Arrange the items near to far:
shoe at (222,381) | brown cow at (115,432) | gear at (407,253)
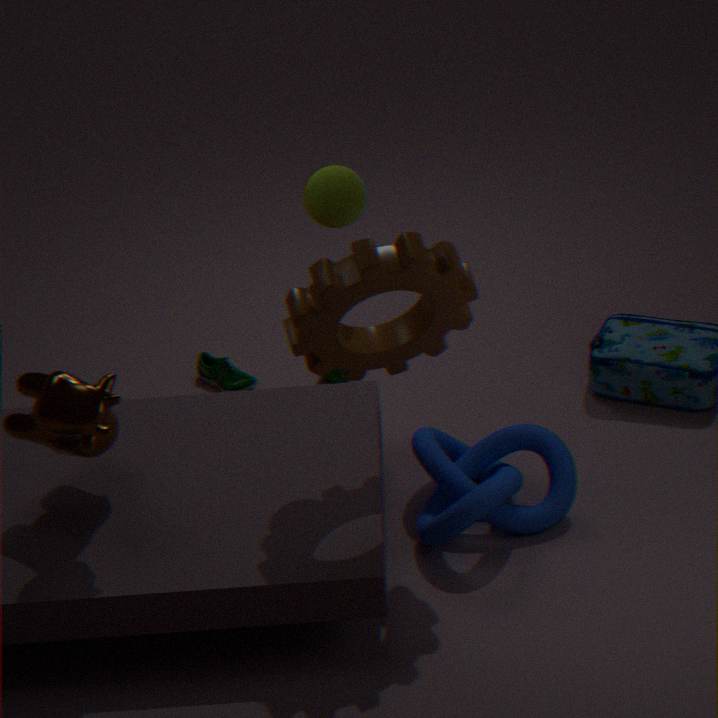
gear at (407,253), brown cow at (115,432), shoe at (222,381)
